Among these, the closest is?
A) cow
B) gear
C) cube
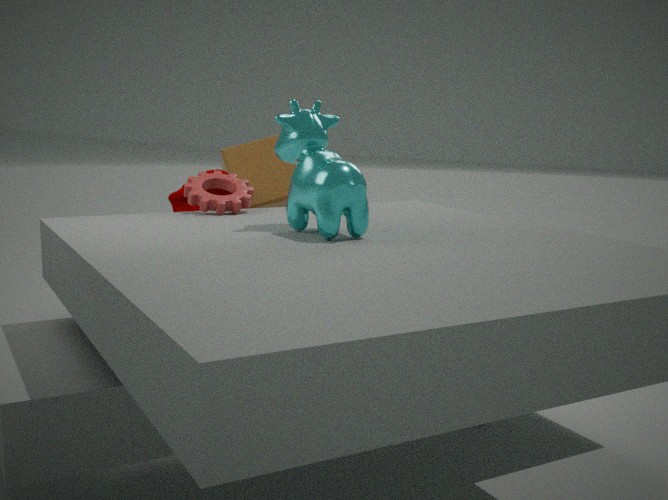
cow
